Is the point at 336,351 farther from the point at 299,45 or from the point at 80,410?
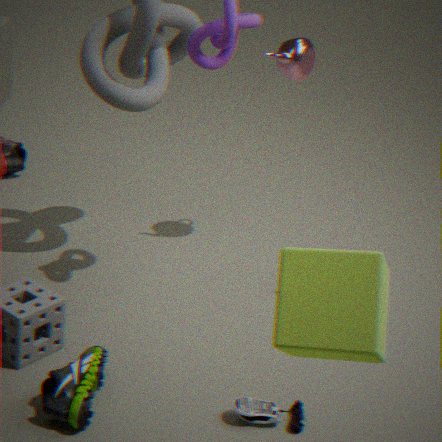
the point at 299,45
